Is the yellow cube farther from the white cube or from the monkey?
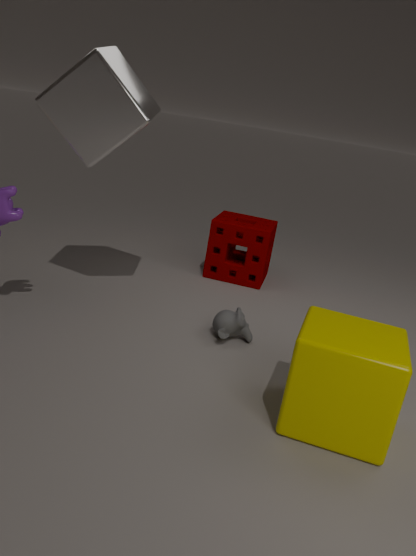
the white cube
